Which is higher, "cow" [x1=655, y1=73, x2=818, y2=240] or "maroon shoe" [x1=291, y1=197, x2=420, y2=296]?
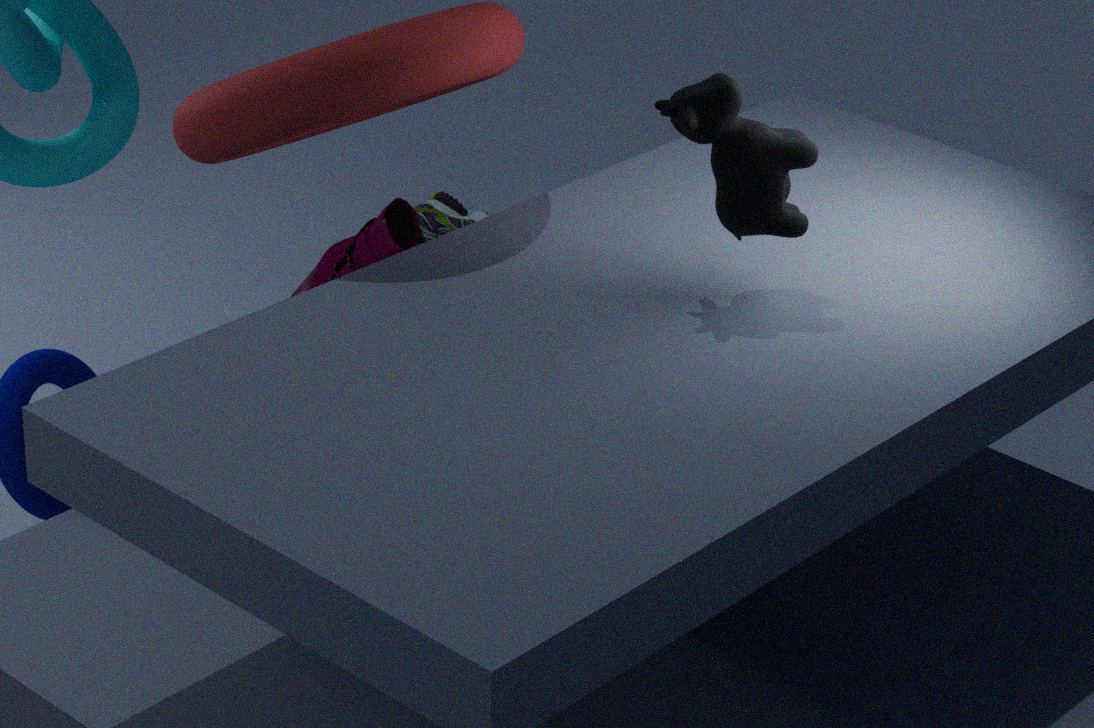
"cow" [x1=655, y1=73, x2=818, y2=240]
